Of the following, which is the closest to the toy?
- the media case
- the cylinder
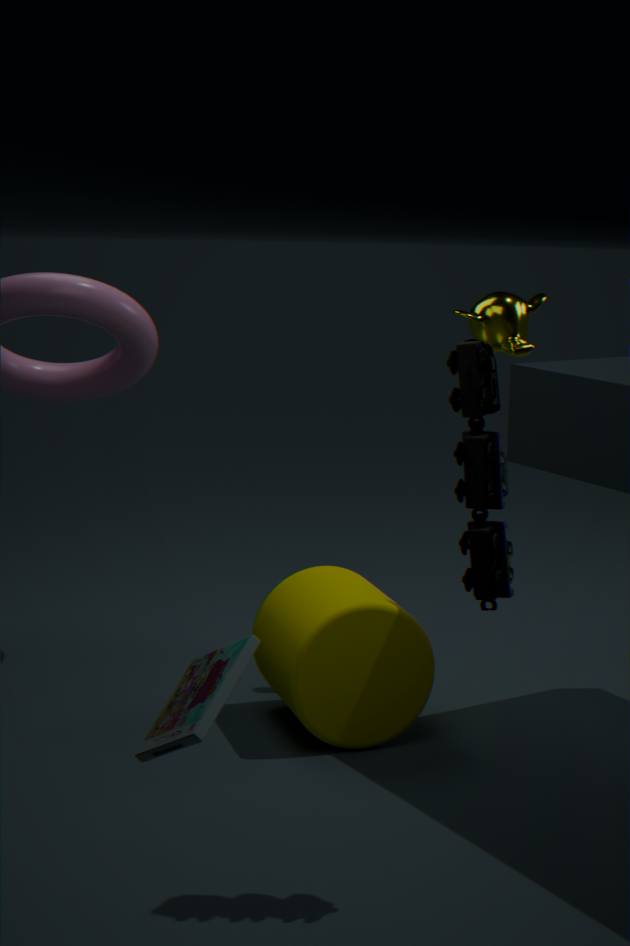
the media case
